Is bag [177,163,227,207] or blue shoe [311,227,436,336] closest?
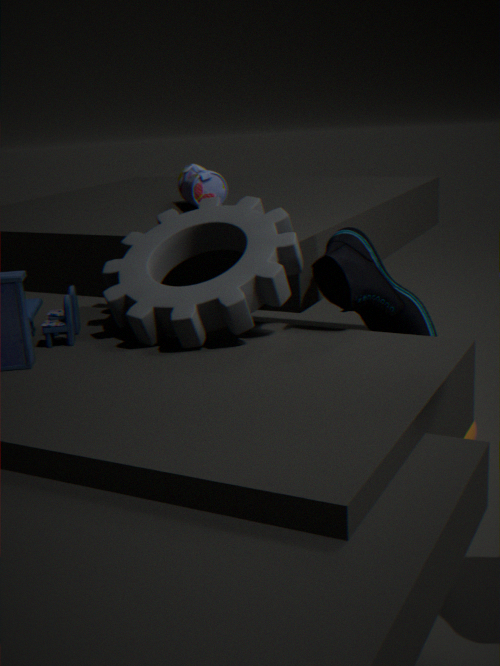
blue shoe [311,227,436,336]
